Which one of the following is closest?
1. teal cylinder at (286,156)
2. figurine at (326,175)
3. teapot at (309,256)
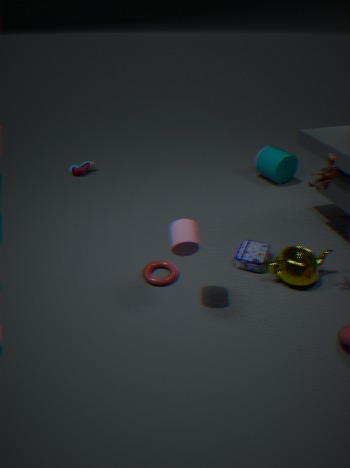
figurine at (326,175)
